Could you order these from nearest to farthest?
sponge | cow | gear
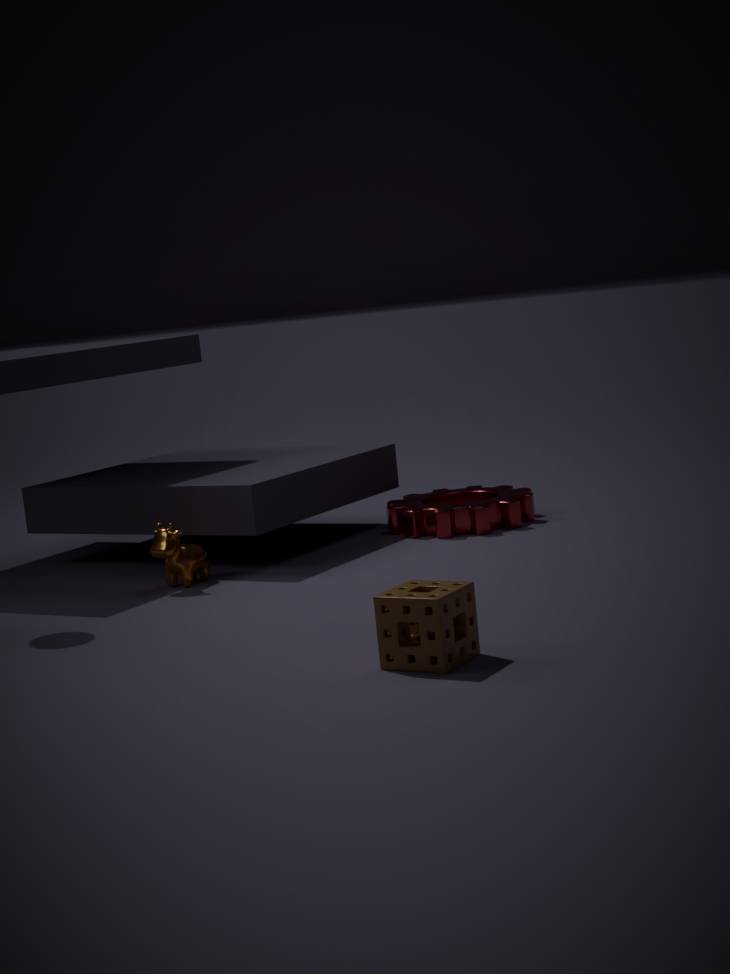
sponge < cow < gear
